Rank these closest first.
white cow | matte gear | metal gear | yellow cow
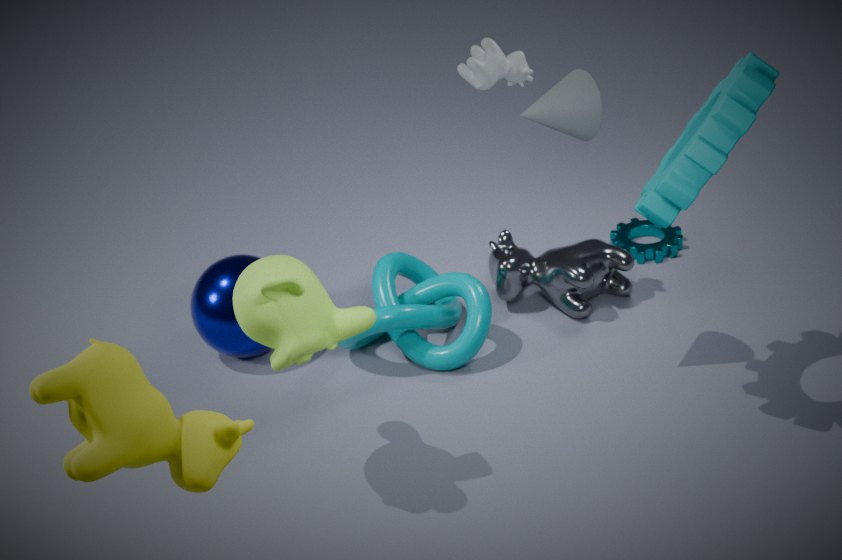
yellow cow < matte gear < white cow < metal gear
